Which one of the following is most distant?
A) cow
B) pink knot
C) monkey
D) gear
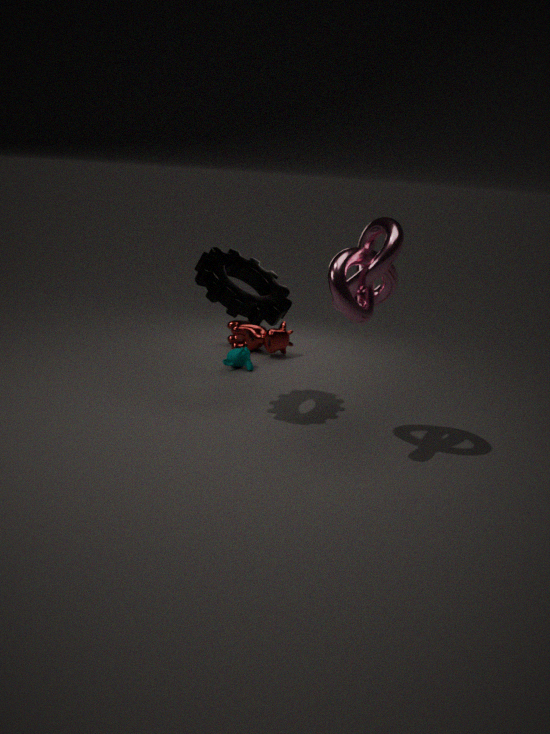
cow
